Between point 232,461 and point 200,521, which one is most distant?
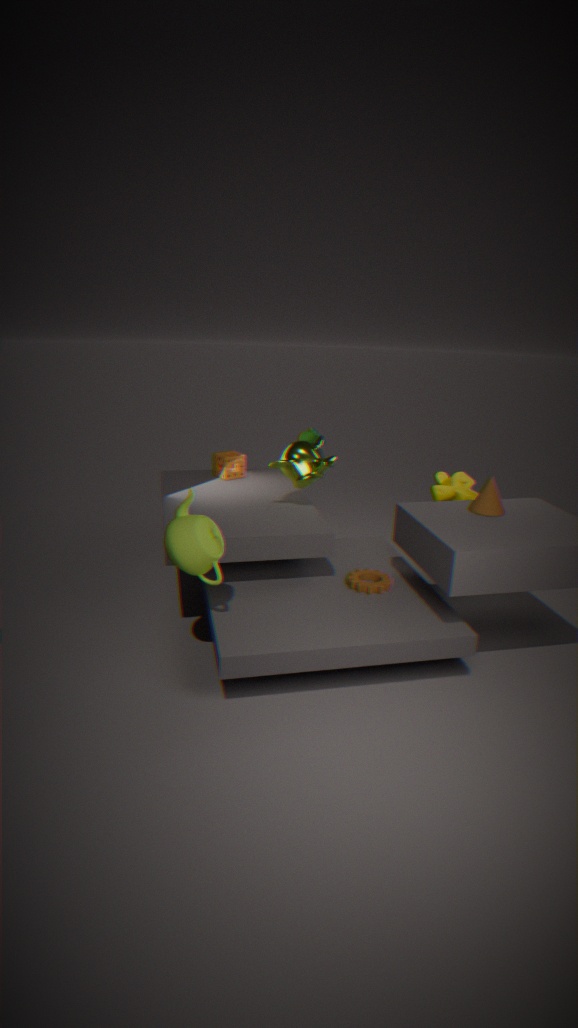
point 232,461
